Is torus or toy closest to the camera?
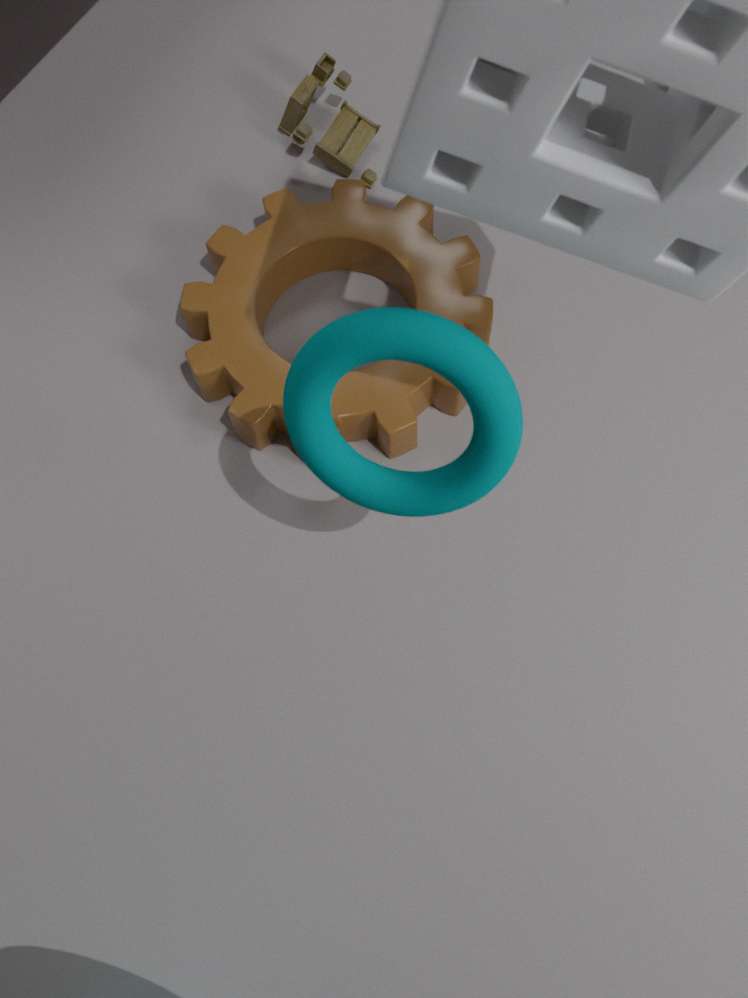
torus
